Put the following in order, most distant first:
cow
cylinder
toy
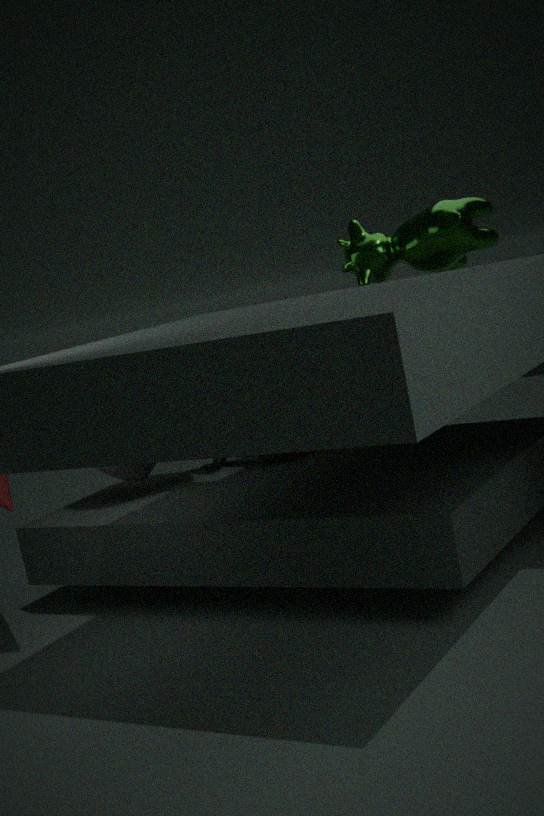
Result: toy < cylinder < cow
